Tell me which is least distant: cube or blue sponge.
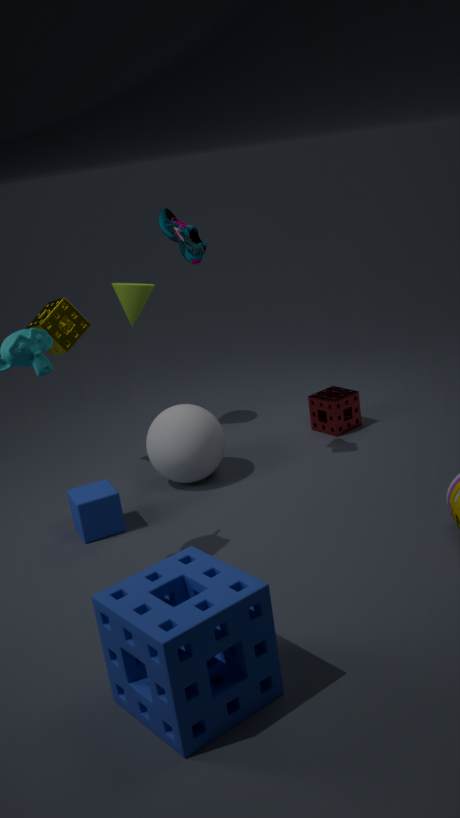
blue sponge
